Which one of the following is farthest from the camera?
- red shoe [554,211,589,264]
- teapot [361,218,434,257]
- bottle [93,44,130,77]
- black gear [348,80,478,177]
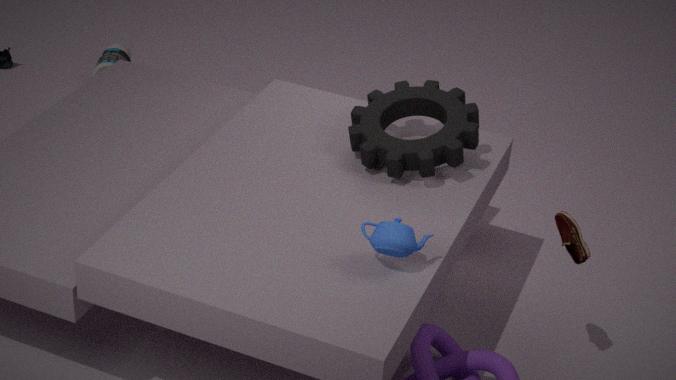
bottle [93,44,130,77]
